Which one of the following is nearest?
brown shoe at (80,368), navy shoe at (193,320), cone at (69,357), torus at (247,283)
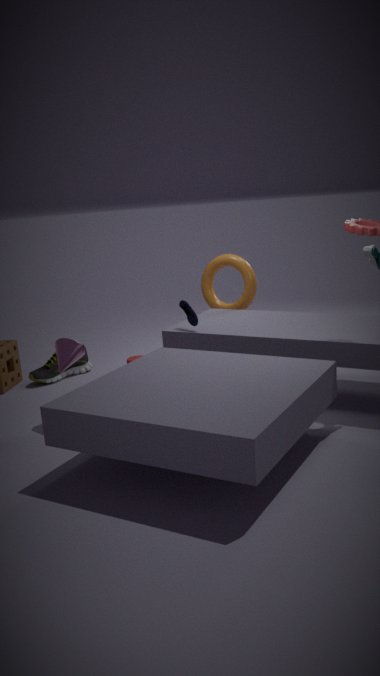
cone at (69,357)
